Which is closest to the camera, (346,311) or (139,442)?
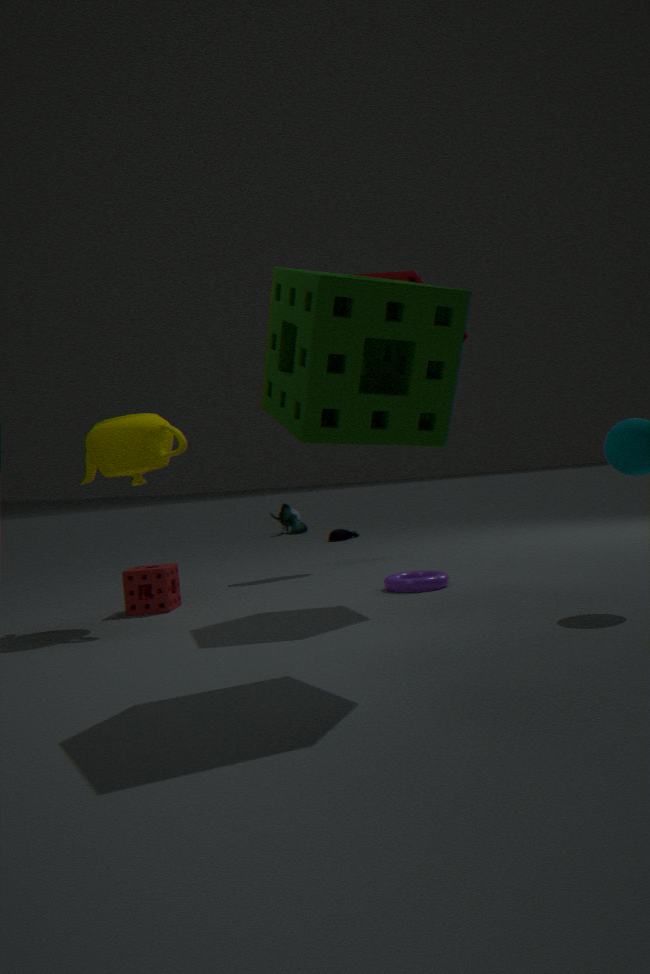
(346,311)
